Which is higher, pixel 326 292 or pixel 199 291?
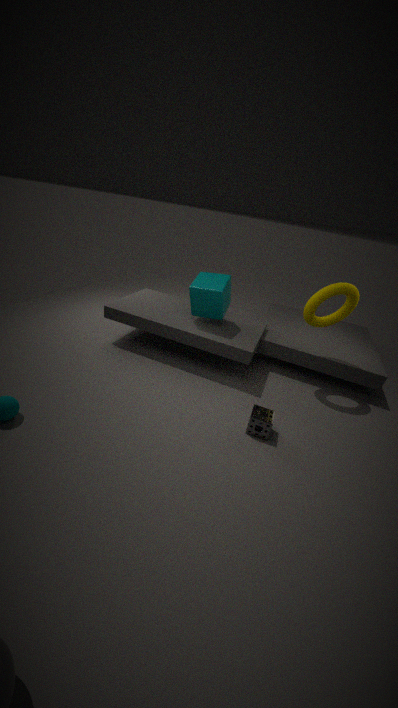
pixel 326 292
